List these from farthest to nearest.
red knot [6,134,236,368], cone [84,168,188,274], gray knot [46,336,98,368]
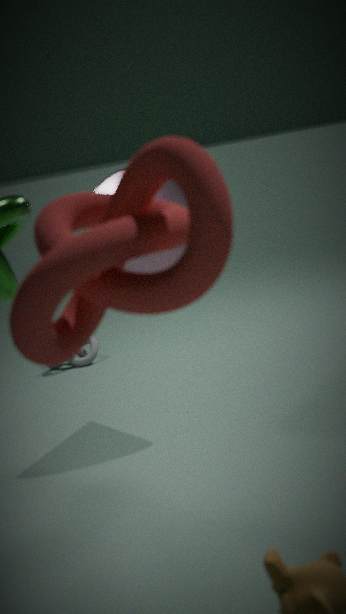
gray knot [46,336,98,368] → cone [84,168,188,274] → red knot [6,134,236,368]
